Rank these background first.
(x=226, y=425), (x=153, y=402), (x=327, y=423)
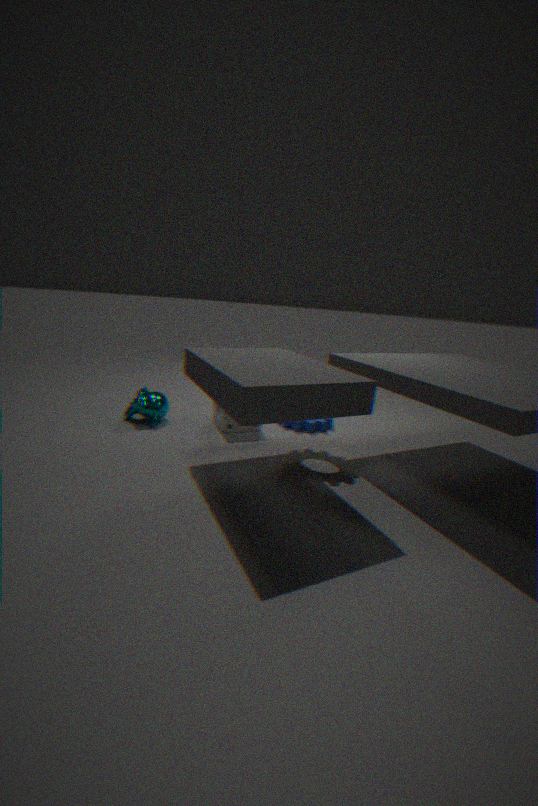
(x=327, y=423) → (x=153, y=402) → (x=226, y=425)
